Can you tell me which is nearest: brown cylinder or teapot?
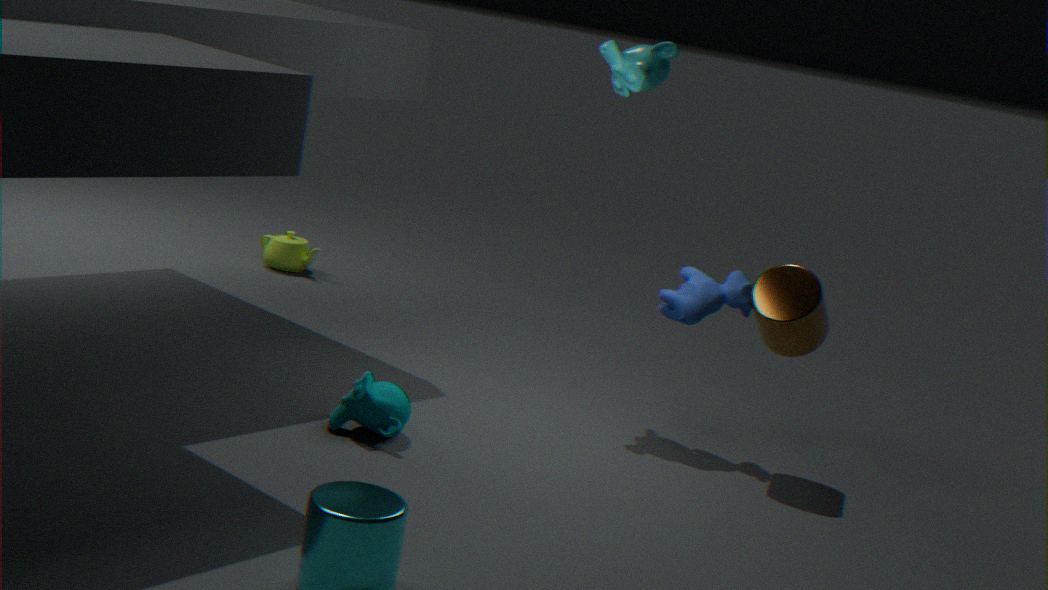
brown cylinder
